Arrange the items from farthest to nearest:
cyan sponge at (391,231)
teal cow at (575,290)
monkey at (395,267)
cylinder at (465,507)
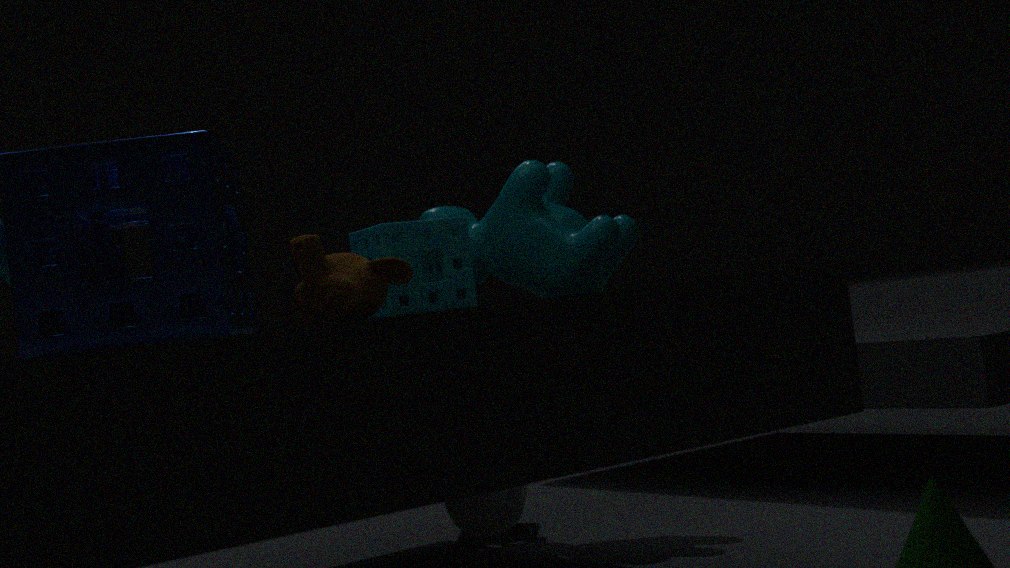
cylinder at (465,507) → teal cow at (575,290) → cyan sponge at (391,231) → monkey at (395,267)
